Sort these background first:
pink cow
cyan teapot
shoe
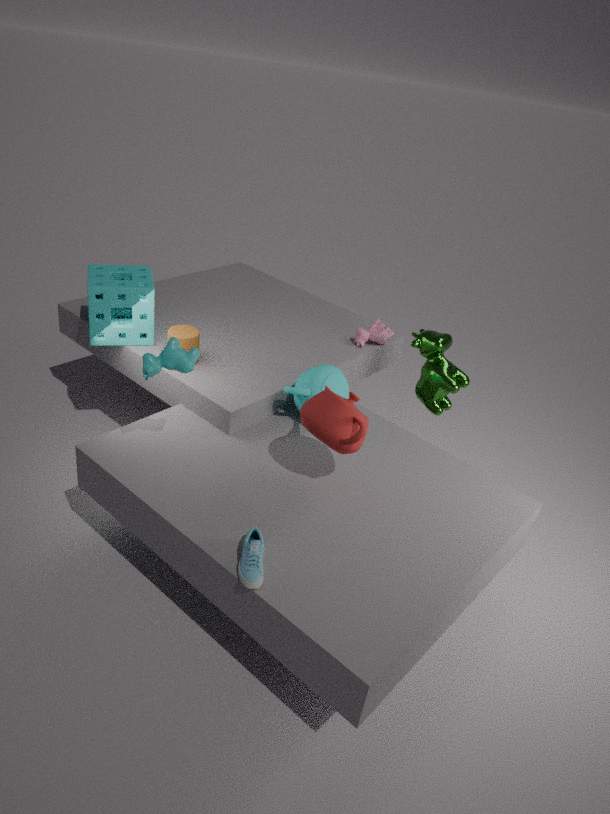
pink cow
cyan teapot
shoe
